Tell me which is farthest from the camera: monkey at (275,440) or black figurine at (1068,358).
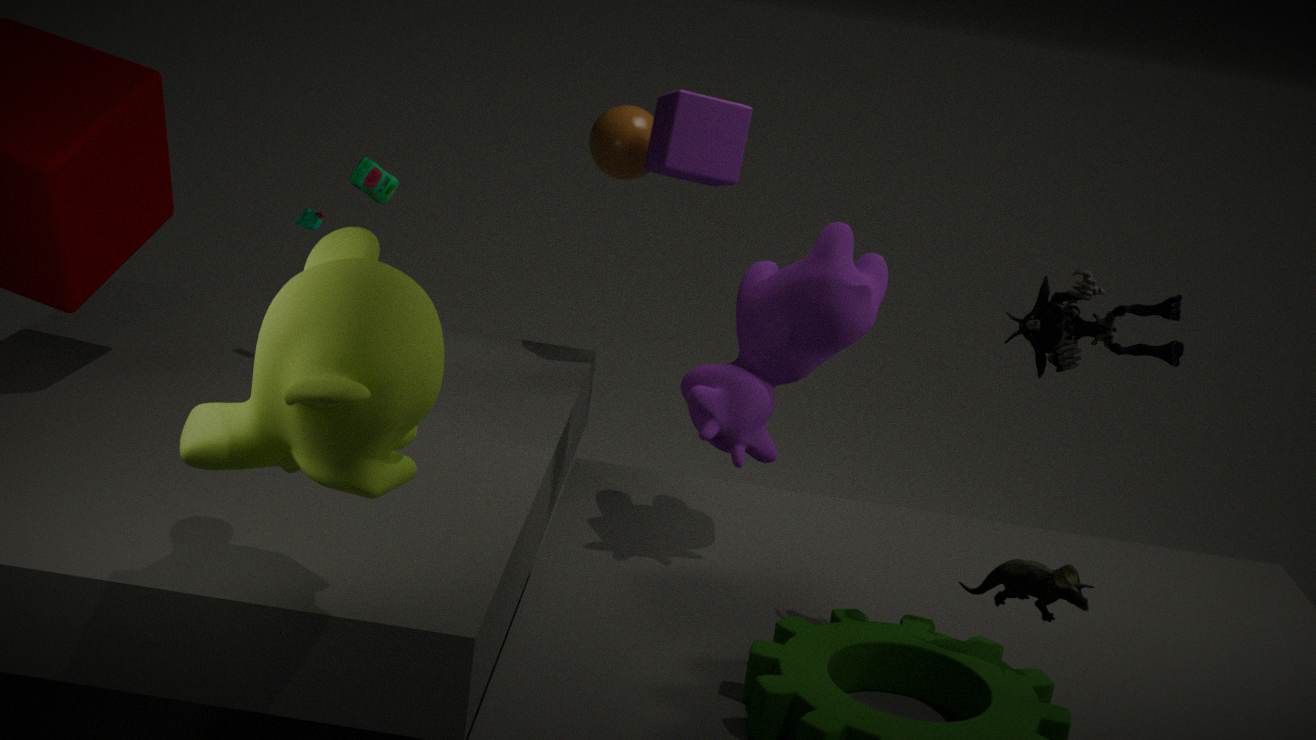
black figurine at (1068,358)
